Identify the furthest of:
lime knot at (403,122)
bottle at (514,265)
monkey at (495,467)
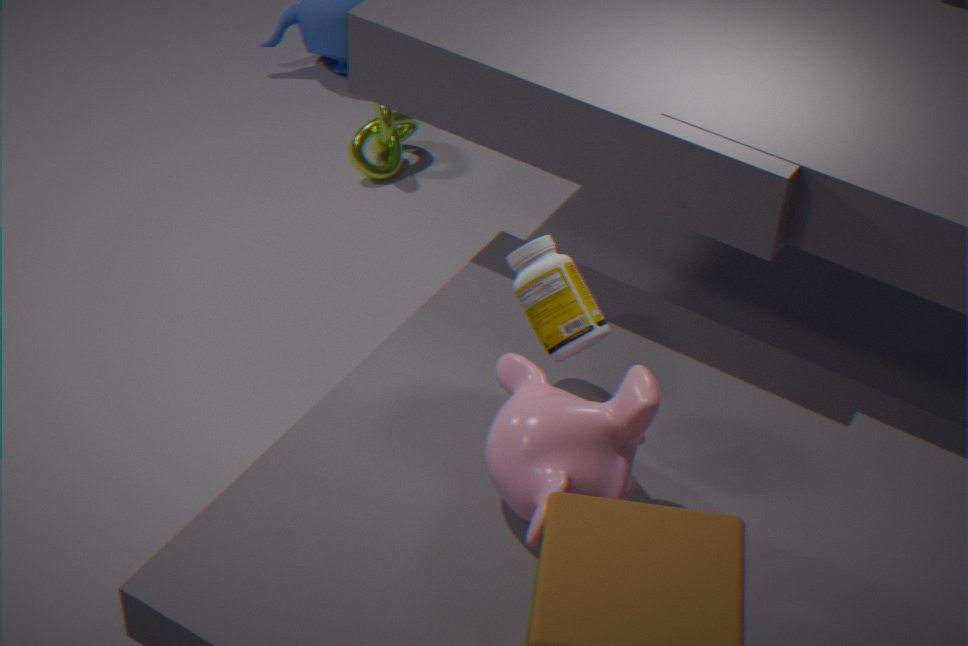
lime knot at (403,122)
